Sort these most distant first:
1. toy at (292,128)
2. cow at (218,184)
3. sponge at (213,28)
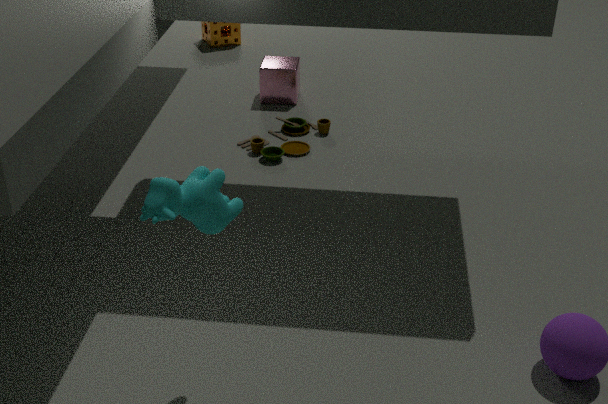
1. sponge at (213,28)
2. toy at (292,128)
3. cow at (218,184)
